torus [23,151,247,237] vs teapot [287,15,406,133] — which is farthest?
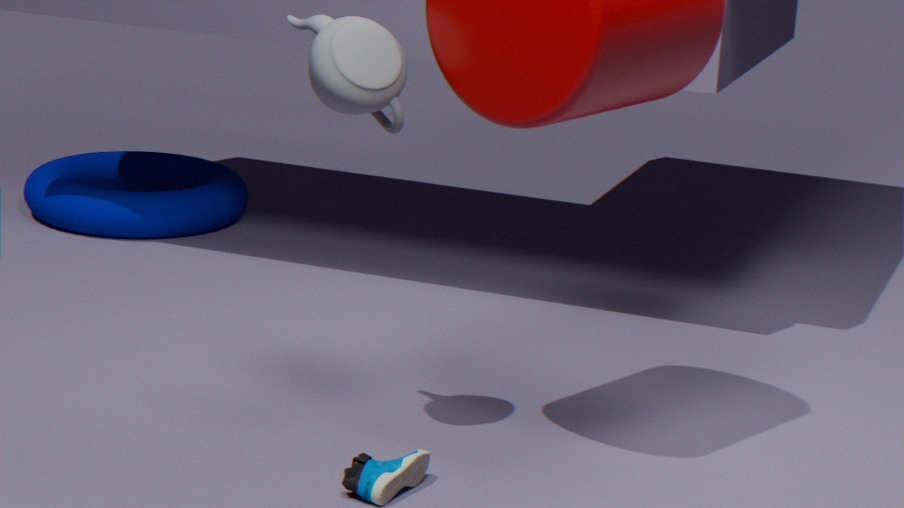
torus [23,151,247,237]
